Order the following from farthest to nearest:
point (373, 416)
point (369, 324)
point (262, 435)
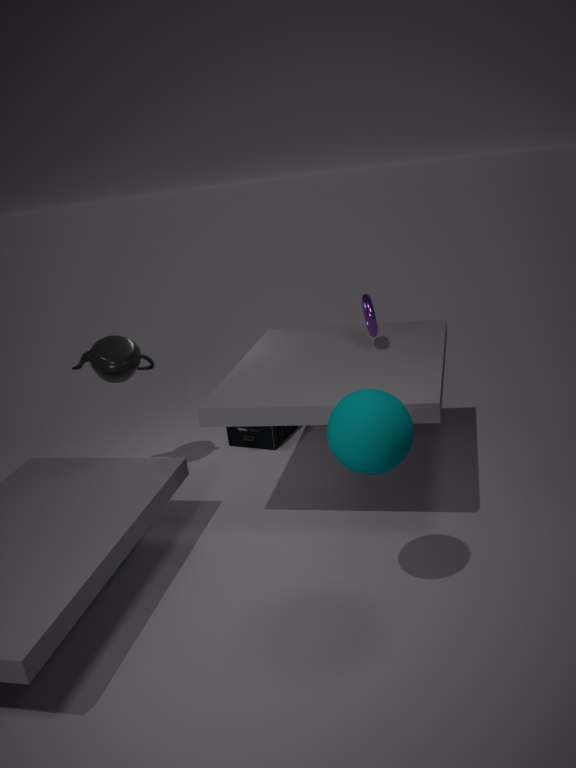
point (262, 435) < point (369, 324) < point (373, 416)
